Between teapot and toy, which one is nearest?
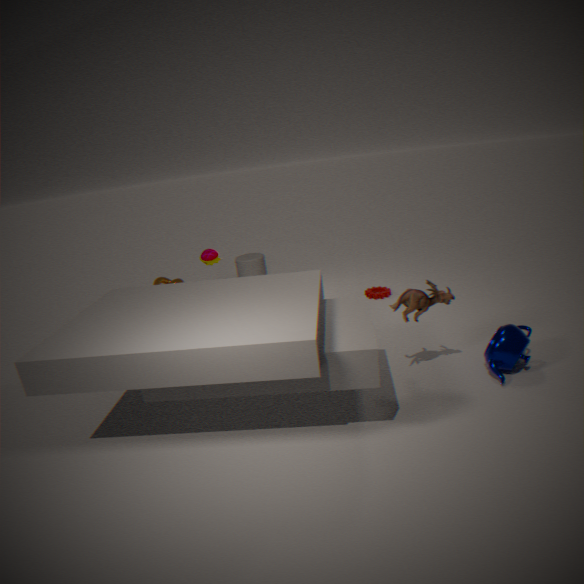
teapot
